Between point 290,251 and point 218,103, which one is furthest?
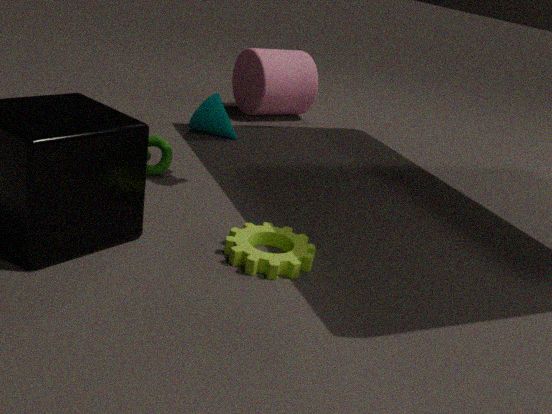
point 218,103
